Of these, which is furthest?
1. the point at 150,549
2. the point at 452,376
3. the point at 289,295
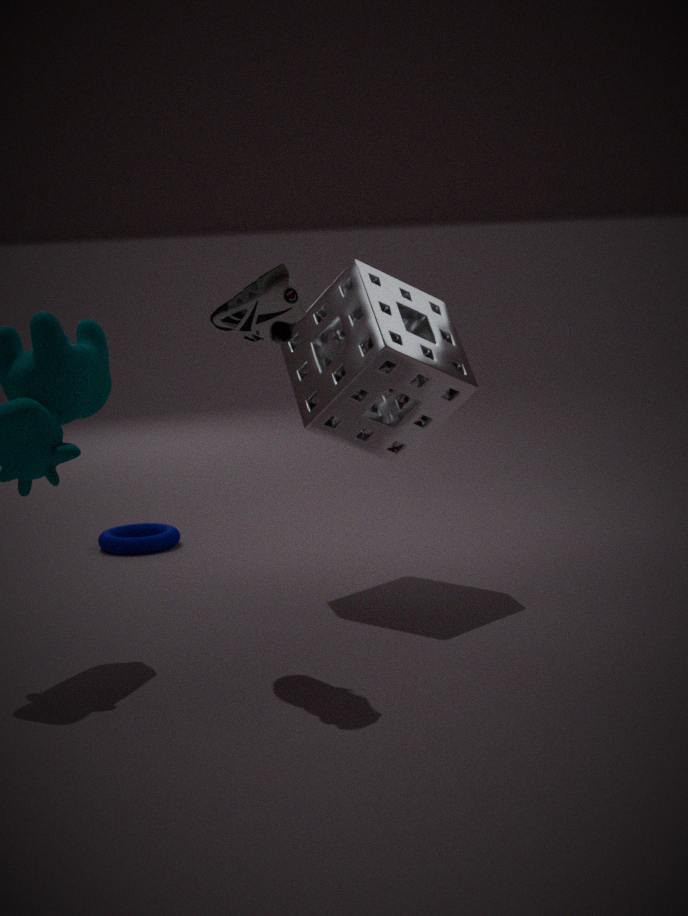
the point at 150,549
